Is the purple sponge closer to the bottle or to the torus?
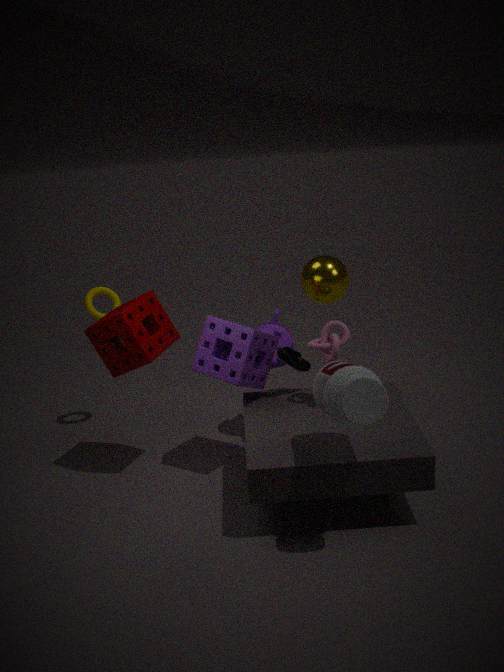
the bottle
